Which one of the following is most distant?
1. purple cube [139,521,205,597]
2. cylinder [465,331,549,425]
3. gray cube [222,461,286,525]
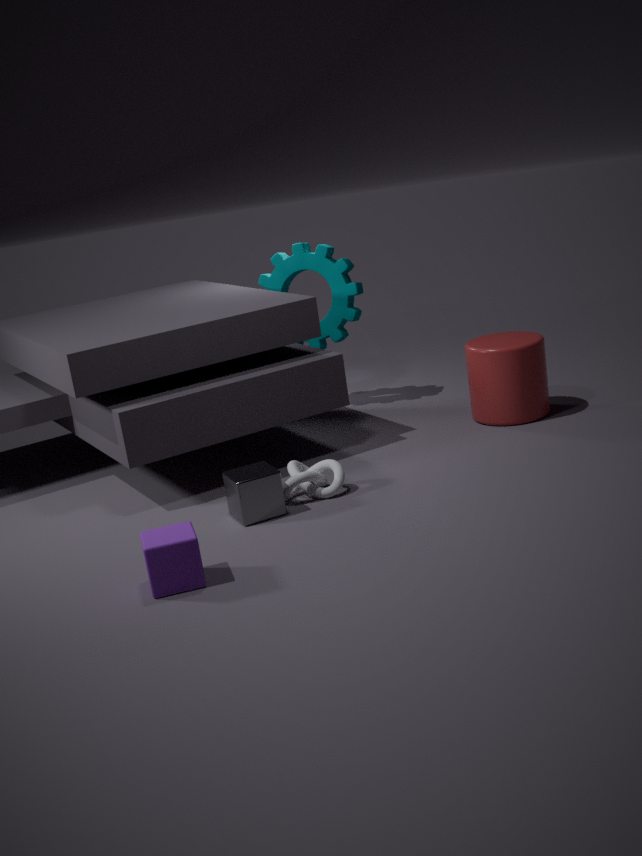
cylinder [465,331,549,425]
